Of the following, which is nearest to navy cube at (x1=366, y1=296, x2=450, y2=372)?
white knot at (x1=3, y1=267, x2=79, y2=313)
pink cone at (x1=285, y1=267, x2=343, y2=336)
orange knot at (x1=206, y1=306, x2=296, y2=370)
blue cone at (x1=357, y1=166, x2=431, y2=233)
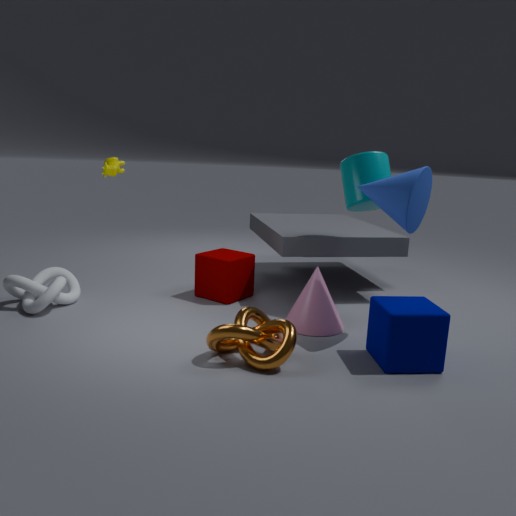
pink cone at (x1=285, y1=267, x2=343, y2=336)
